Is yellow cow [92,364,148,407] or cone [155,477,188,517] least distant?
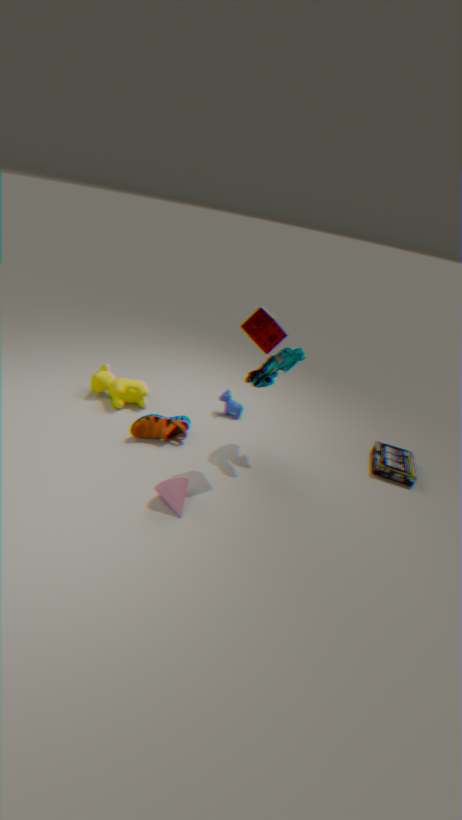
cone [155,477,188,517]
